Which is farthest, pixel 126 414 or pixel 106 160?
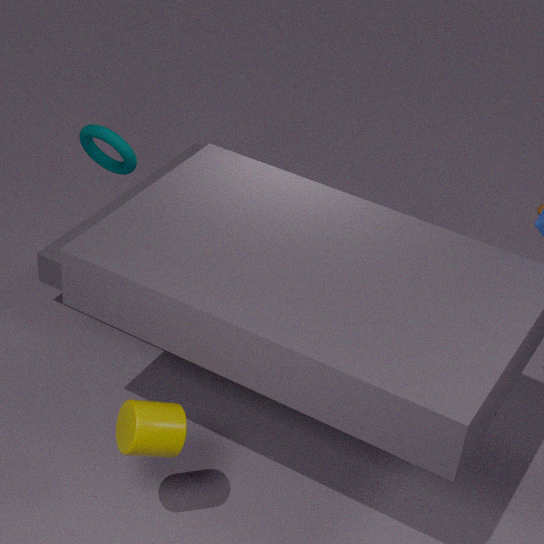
pixel 106 160
